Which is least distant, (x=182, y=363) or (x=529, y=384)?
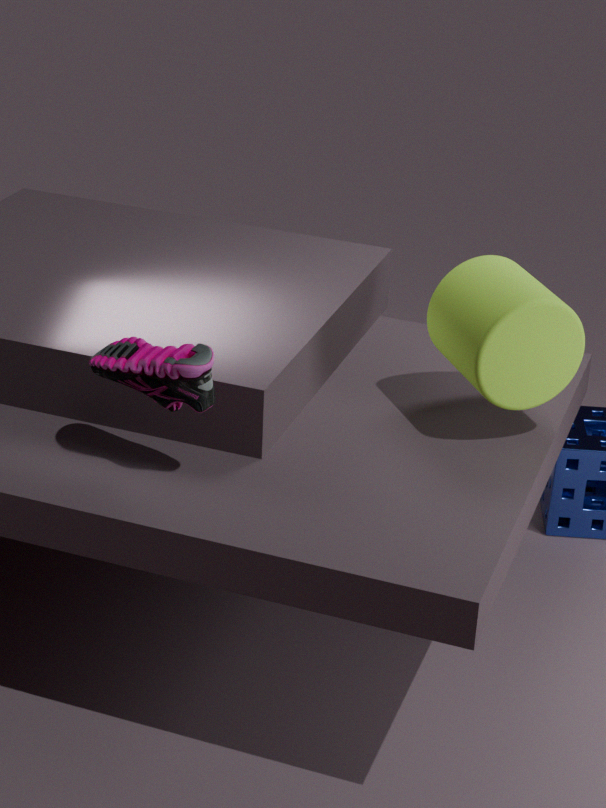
(x=182, y=363)
